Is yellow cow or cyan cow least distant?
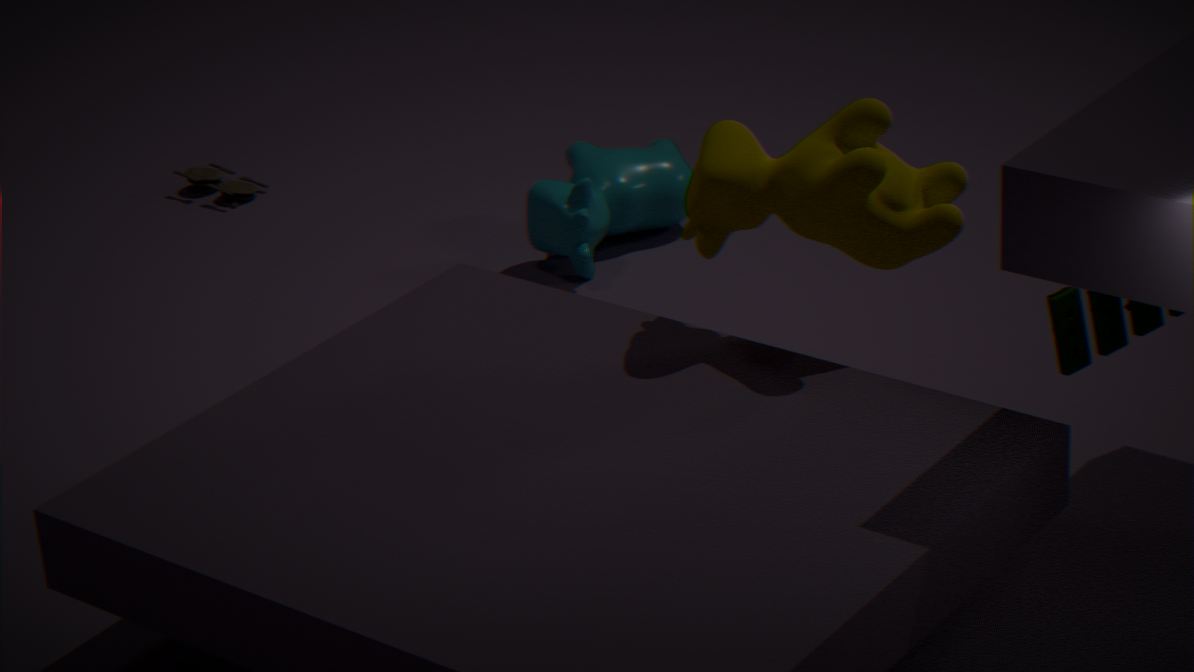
yellow cow
